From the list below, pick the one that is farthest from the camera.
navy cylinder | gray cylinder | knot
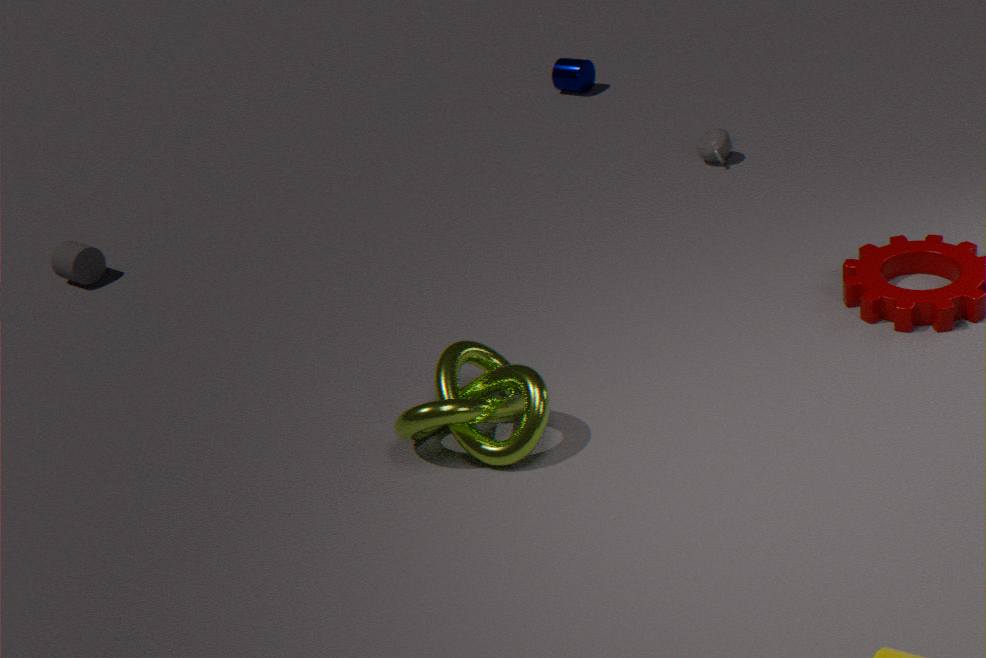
navy cylinder
